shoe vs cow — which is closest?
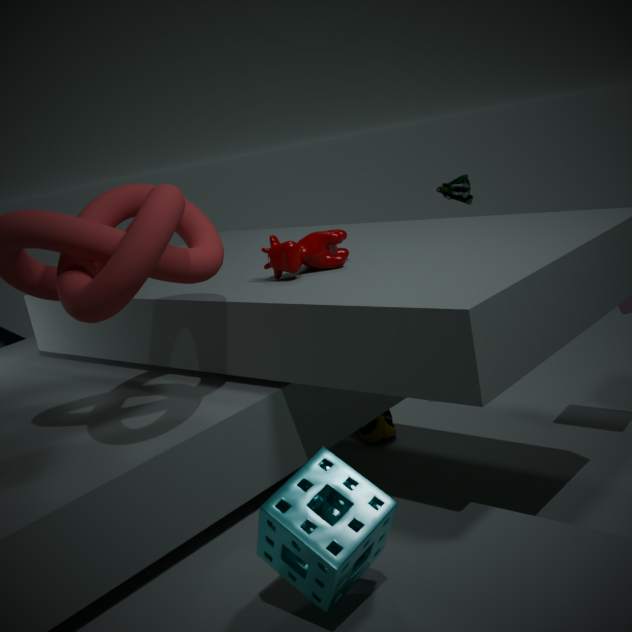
cow
